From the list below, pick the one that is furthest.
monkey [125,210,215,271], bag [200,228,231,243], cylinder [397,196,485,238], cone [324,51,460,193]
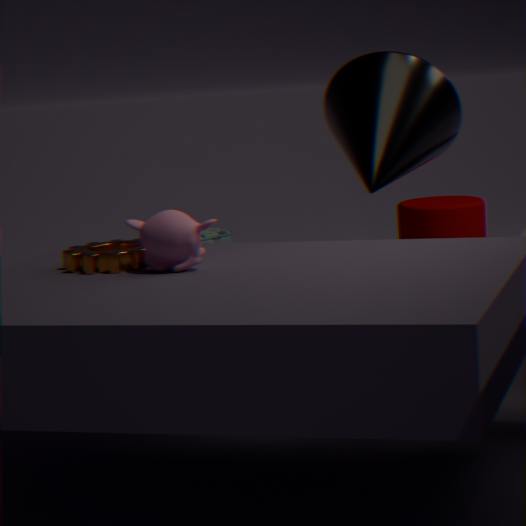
bag [200,228,231,243]
